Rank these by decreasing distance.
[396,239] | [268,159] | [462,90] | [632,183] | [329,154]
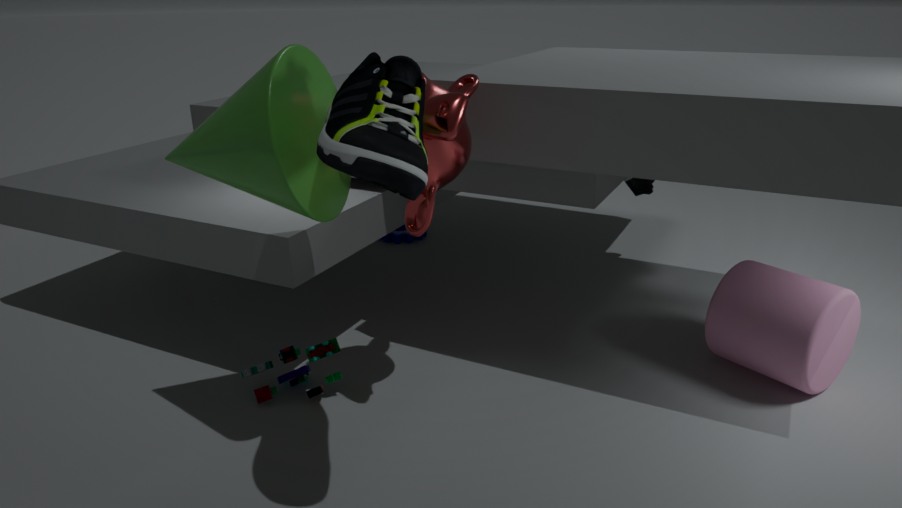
1. [396,239]
2. [632,183]
3. [462,90]
4. [268,159]
5. [329,154]
